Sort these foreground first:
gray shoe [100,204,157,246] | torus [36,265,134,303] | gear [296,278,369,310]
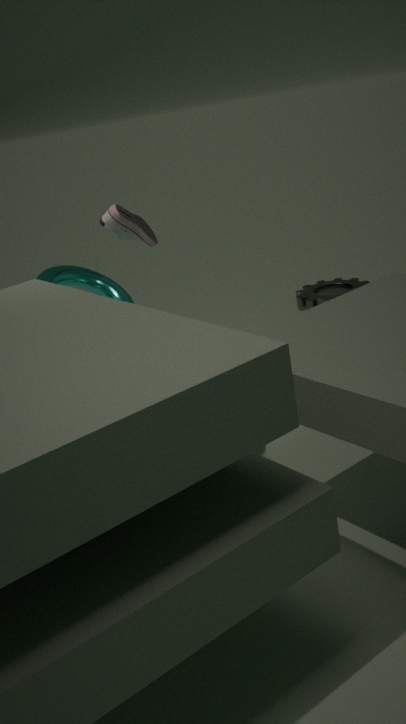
torus [36,265,134,303]
gray shoe [100,204,157,246]
gear [296,278,369,310]
